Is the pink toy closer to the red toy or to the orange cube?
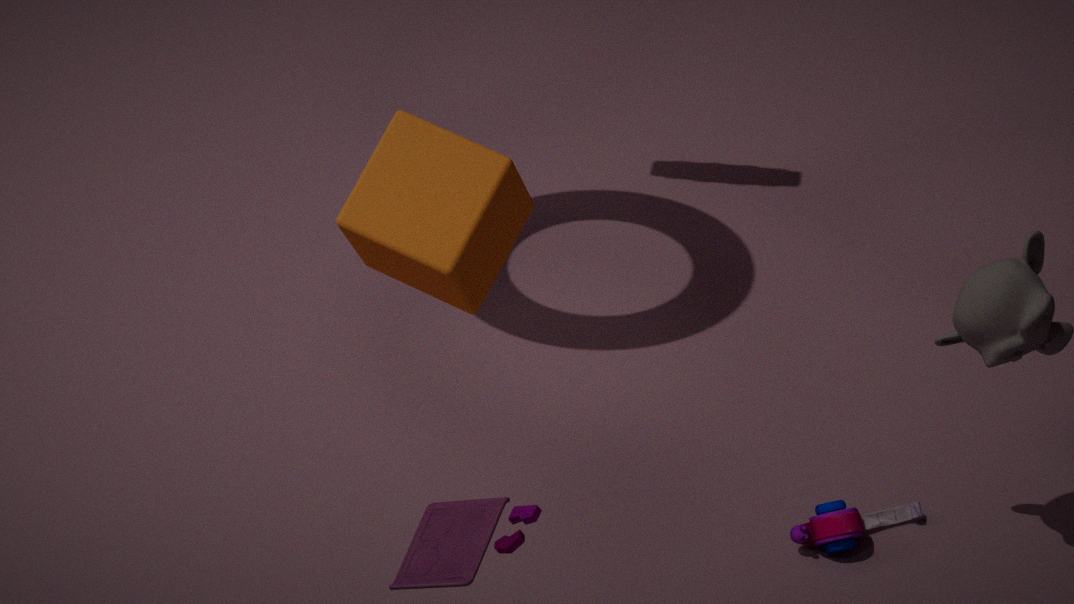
the orange cube
